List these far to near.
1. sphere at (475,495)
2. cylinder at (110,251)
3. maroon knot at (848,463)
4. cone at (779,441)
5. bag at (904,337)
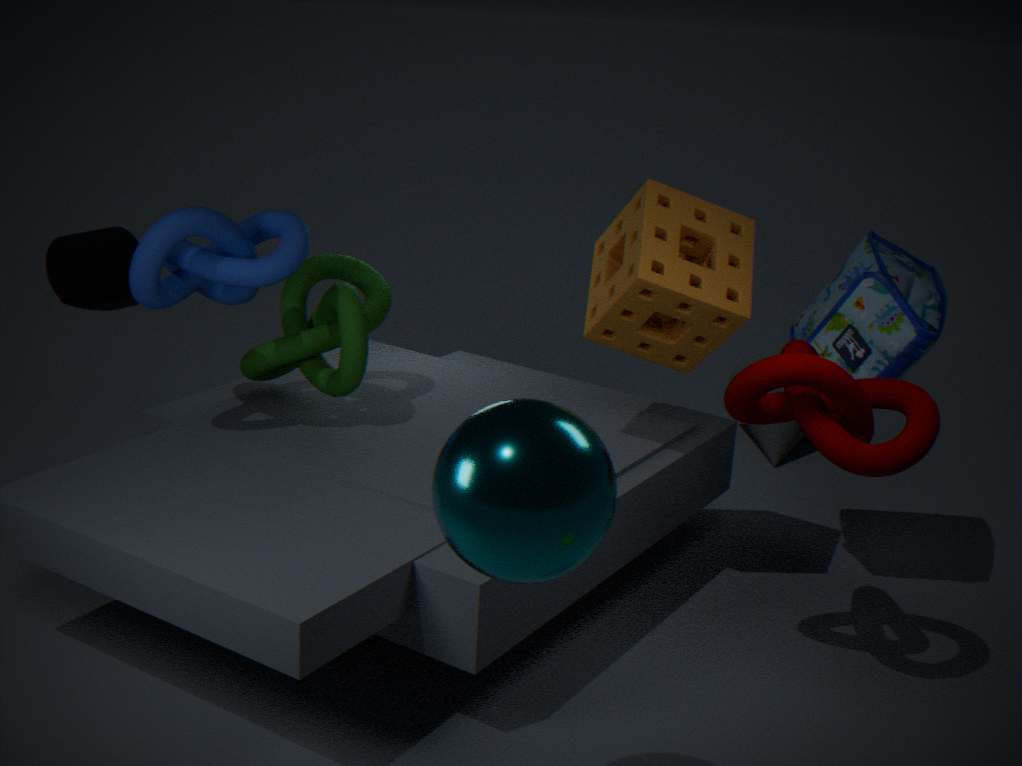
cylinder at (110,251), cone at (779,441), bag at (904,337), maroon knot at (848,463), sphere at (475,495)
